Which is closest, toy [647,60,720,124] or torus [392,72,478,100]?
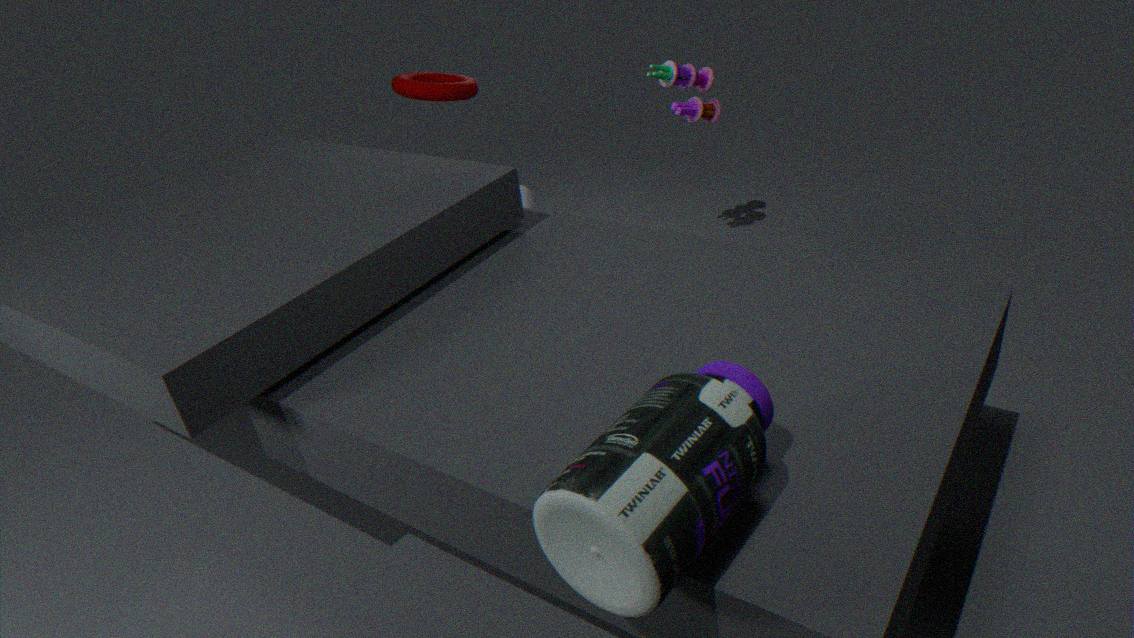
torus [392,72,478,100]
